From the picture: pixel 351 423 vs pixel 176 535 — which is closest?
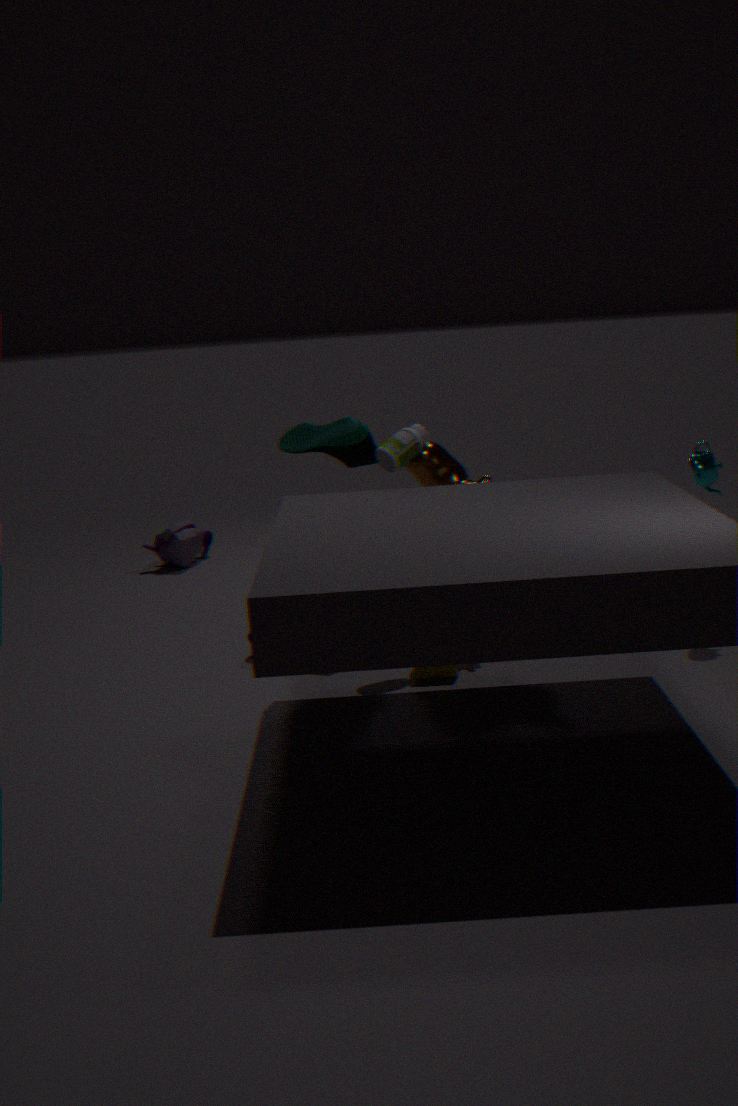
pixel 351 423
